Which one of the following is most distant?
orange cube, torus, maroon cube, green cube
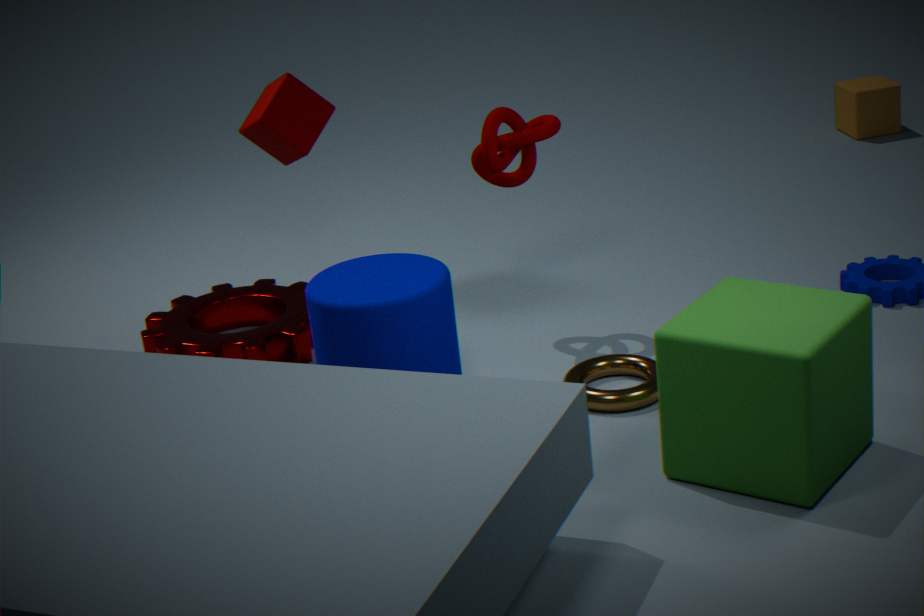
orange cube
